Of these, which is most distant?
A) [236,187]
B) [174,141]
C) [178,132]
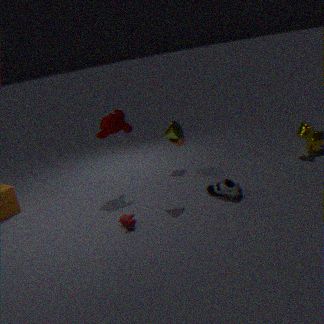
B. [174,141]
